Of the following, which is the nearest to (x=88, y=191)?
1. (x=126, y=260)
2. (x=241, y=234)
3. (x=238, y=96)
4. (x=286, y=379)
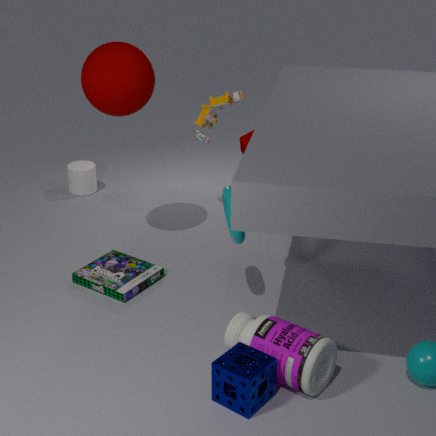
(x=238, y=96)
